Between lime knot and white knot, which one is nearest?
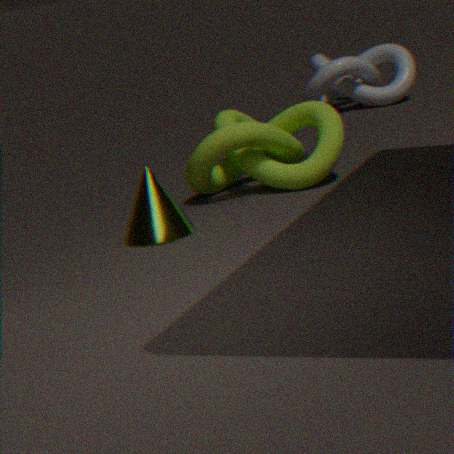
lime knot
